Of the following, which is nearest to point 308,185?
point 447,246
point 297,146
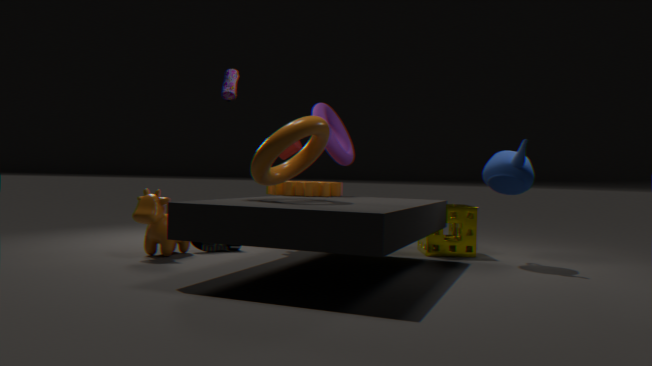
point 297,146
